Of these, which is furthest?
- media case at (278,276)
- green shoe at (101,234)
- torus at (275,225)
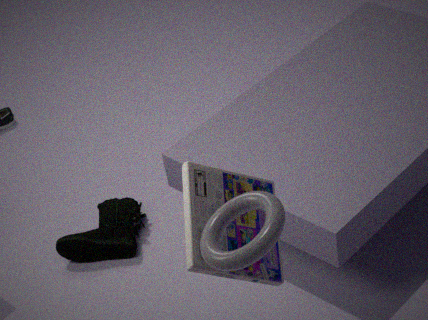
green shoe at (101,234)
